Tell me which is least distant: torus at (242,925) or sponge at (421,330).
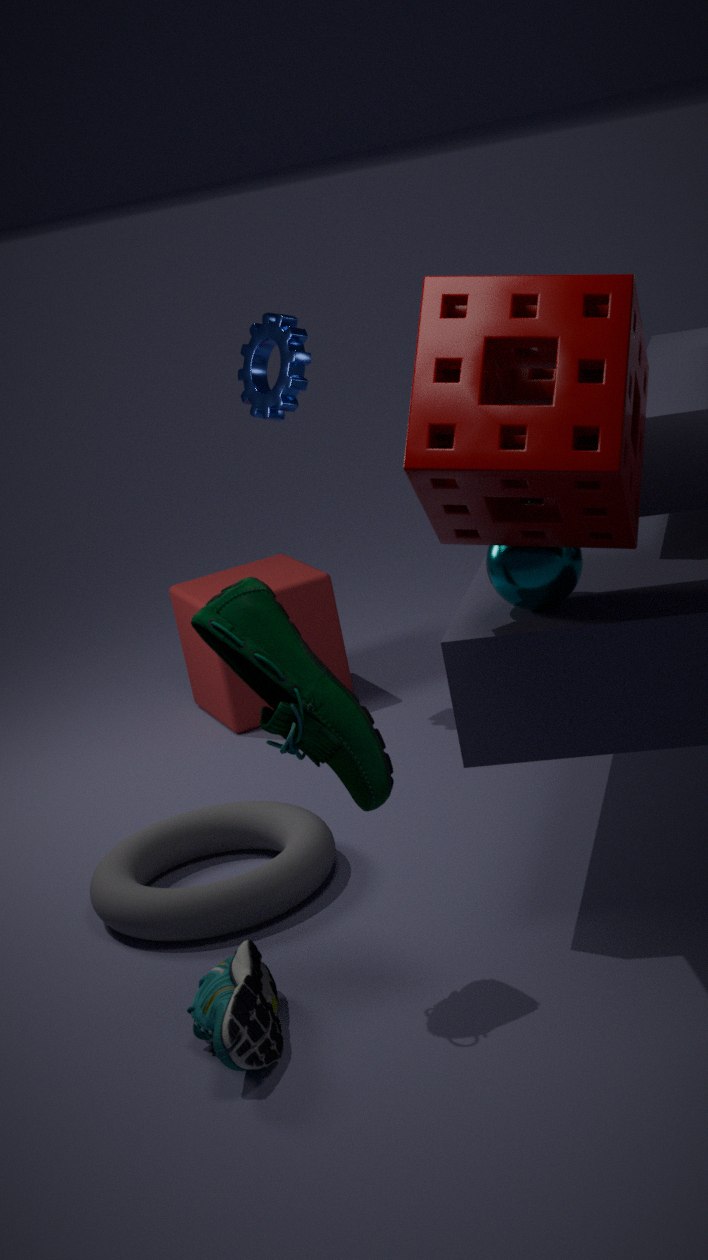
sponge at (421,330)
